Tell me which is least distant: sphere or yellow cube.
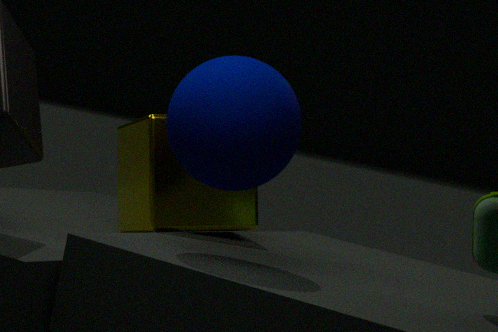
sphere
